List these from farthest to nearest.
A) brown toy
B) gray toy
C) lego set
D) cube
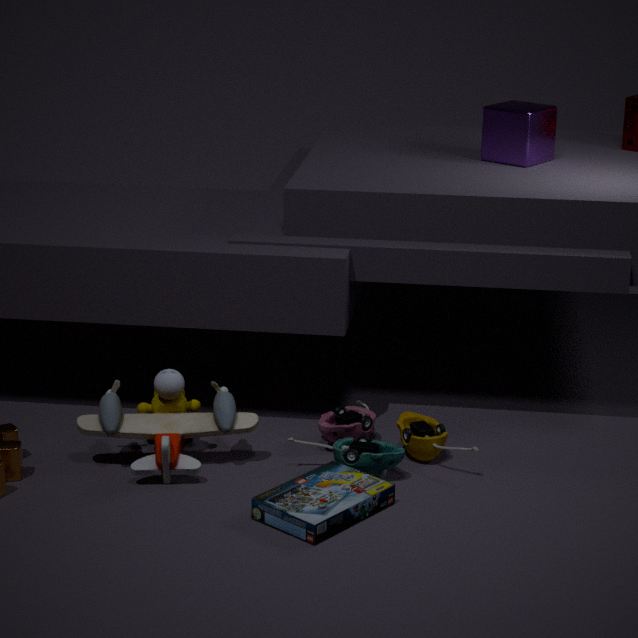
cube
brown toy
gray toy
lego set
